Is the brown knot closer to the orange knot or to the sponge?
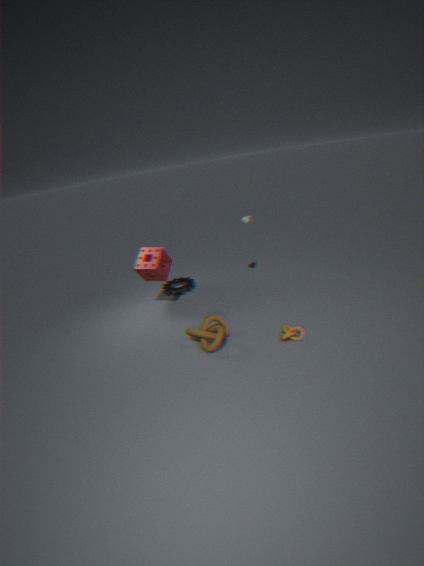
the orange knot
